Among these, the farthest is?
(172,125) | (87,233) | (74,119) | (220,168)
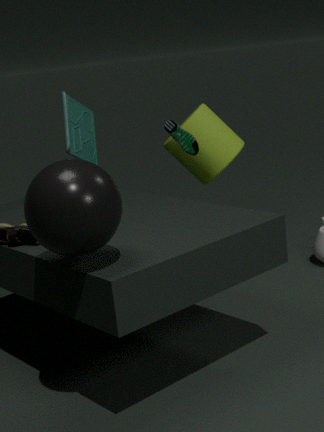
(220,168)
